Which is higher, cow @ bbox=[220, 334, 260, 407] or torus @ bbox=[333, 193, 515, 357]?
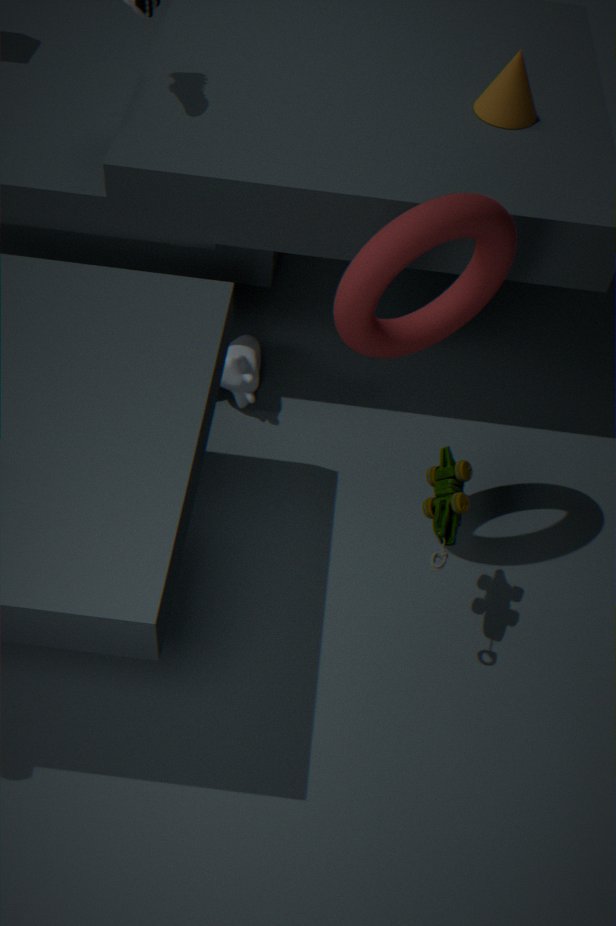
torus @ bbox=[333, 193, 515, 357]
